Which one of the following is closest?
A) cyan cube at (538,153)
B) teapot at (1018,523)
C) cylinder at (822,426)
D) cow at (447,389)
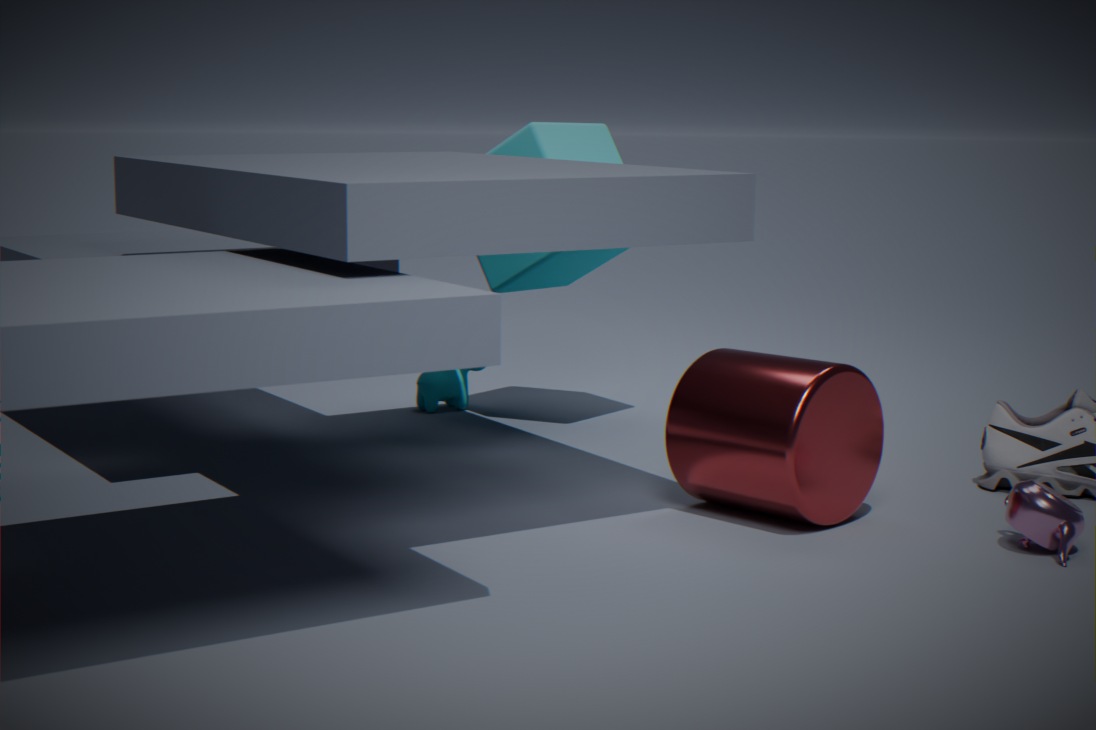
teapot at (1018,523)
